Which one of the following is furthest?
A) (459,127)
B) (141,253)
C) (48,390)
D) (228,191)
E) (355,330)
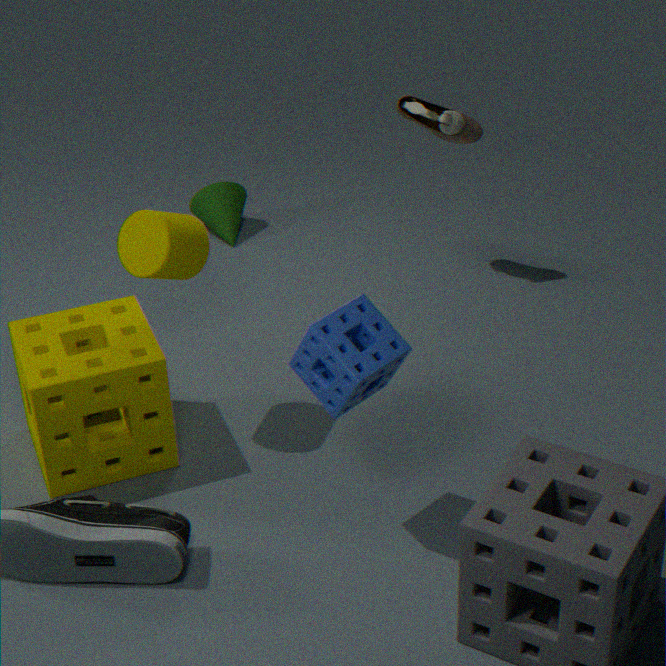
(228,191)
